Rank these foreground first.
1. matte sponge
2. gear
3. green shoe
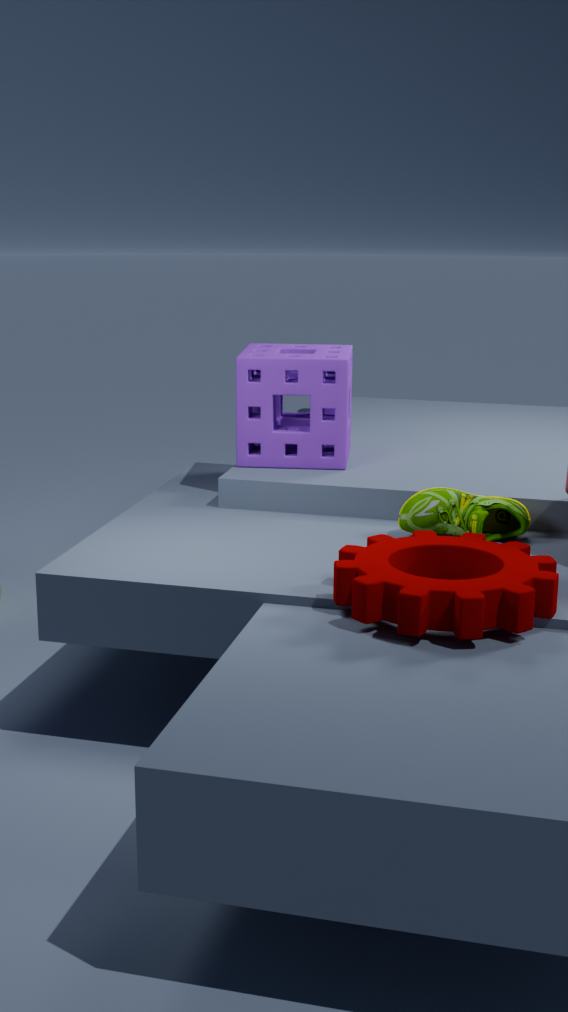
1. gear
2. green shoe
3. matte sponge
